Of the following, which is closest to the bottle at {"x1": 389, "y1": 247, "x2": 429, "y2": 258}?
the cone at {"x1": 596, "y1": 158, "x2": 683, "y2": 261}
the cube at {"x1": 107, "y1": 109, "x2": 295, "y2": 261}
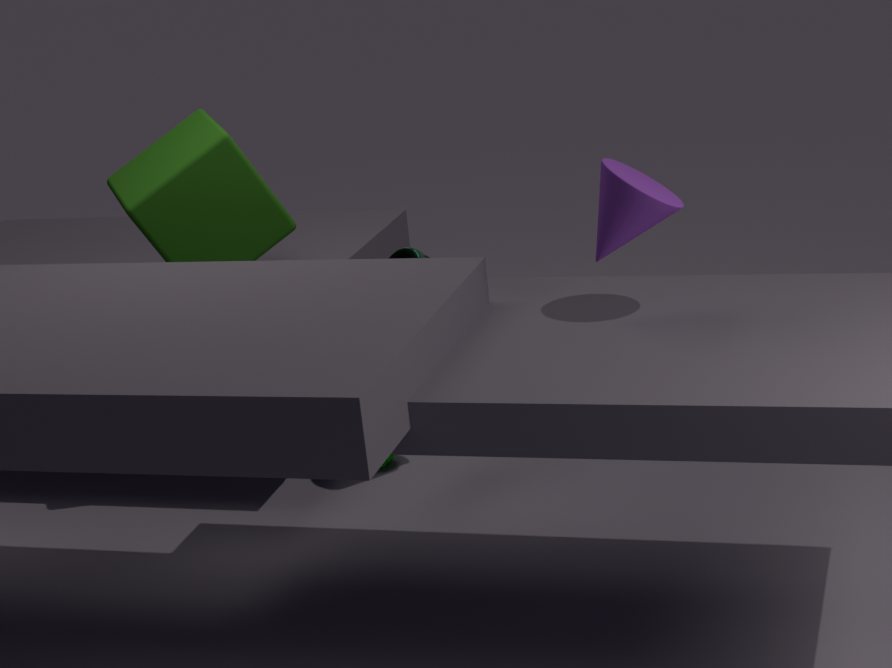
the cube at {"x1": 107, "y1": 109, "x2": 295, "y2": 261}
